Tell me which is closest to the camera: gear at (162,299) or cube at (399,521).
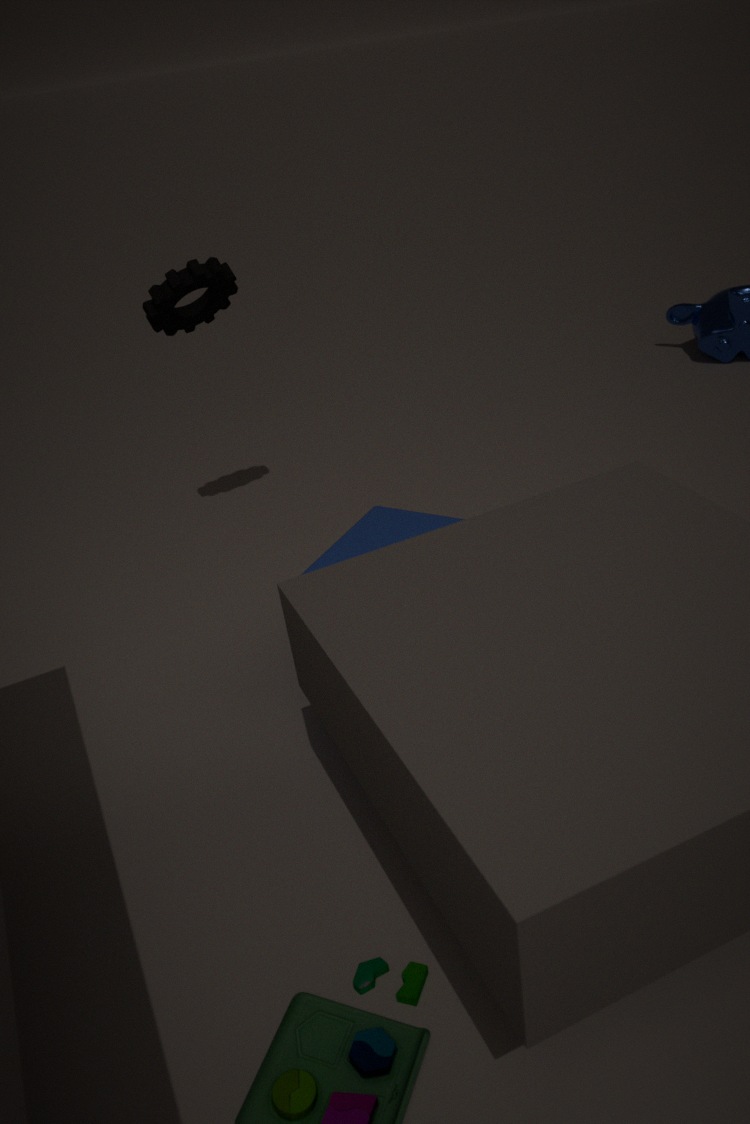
cube at (399,521)
